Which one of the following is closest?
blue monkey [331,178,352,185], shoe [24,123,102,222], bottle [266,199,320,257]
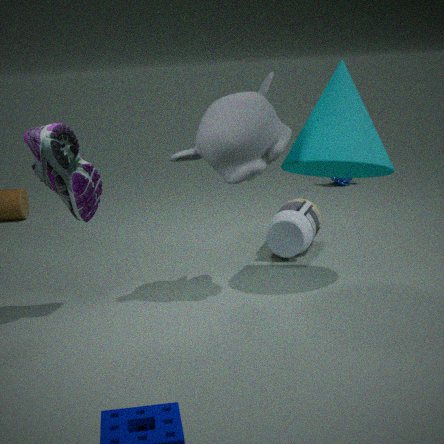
shoe [24,123,102,222]
